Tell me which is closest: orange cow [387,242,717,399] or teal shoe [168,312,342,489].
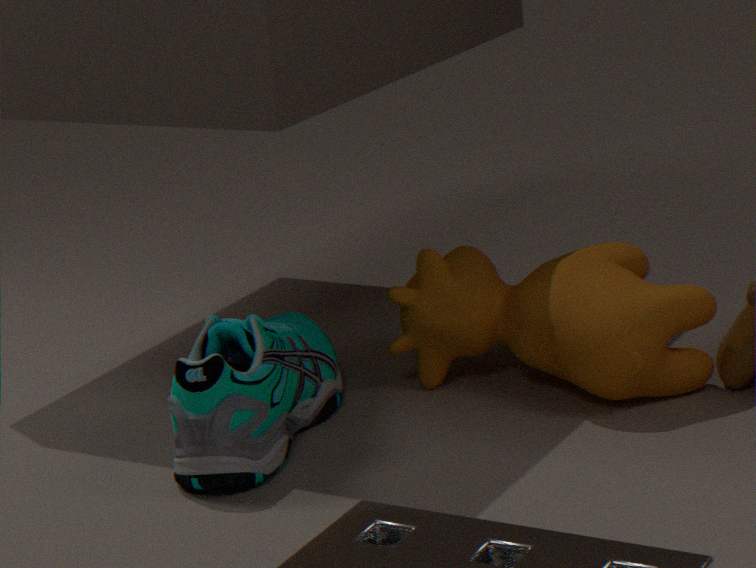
teal shoe [168,312,342,489]
